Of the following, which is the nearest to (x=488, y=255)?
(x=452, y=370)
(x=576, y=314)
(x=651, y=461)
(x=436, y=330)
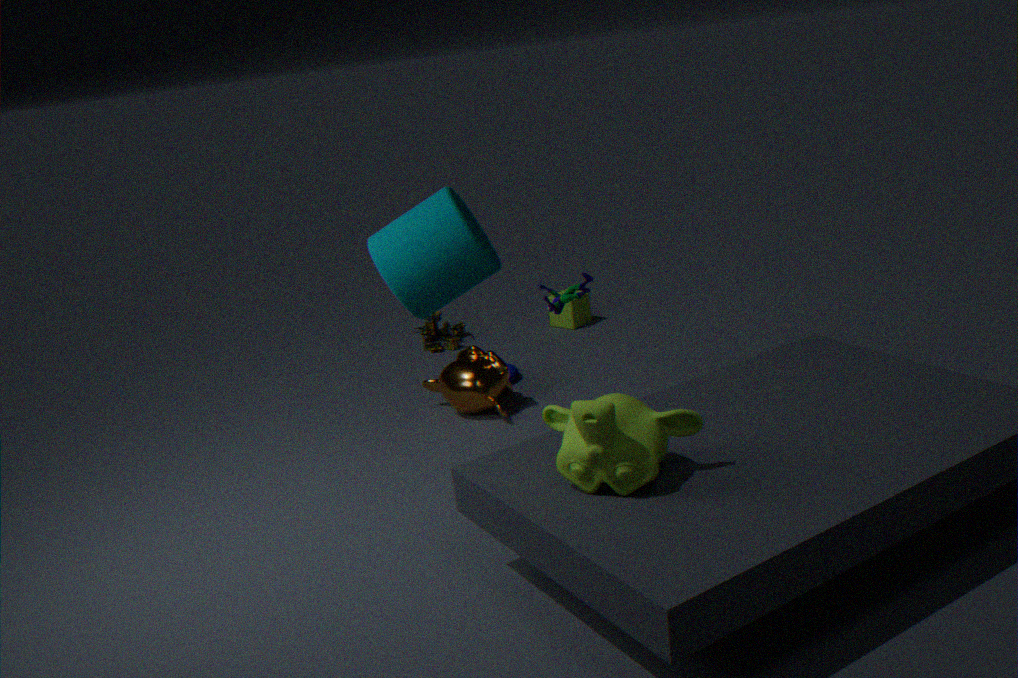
(x=651, y=461)
